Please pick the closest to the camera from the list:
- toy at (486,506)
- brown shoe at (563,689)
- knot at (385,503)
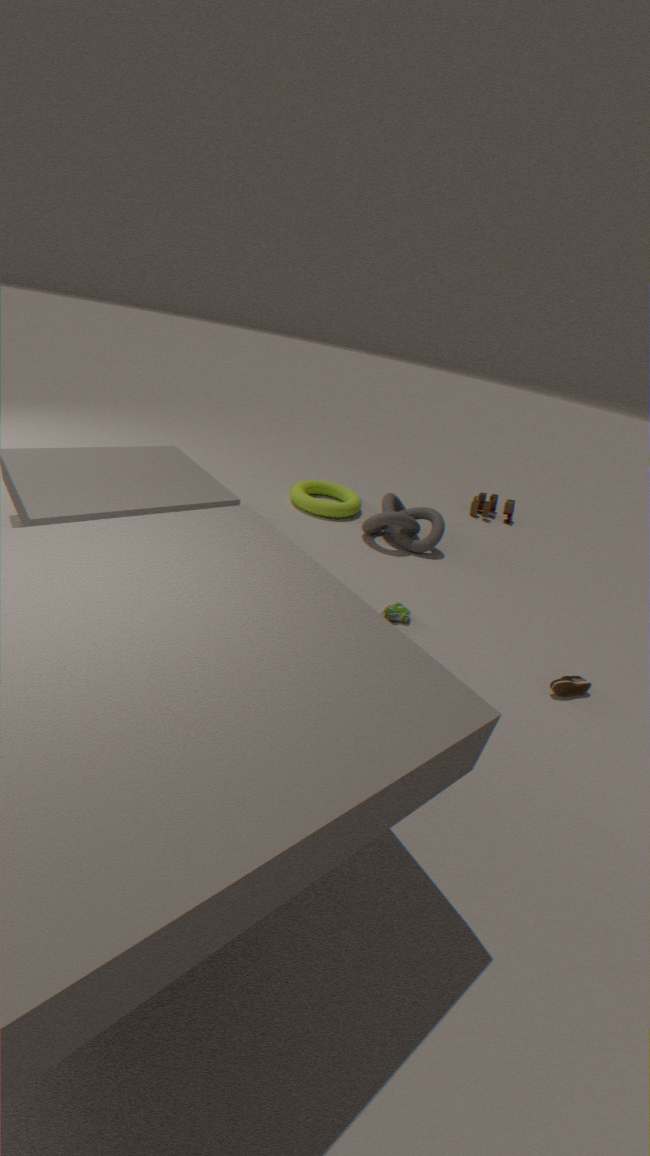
brown shoe at (563,689)
